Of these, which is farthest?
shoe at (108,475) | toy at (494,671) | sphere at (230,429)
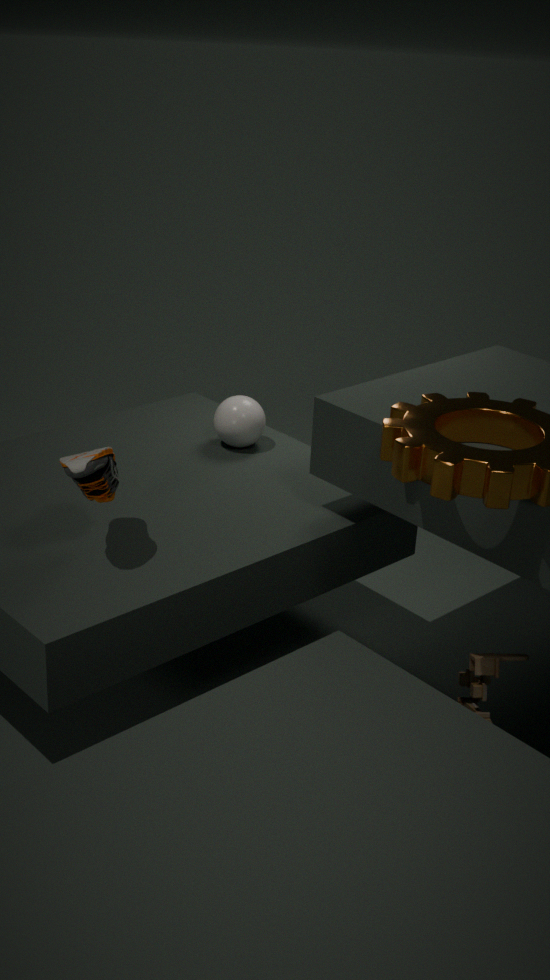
sphere at (230,429)
